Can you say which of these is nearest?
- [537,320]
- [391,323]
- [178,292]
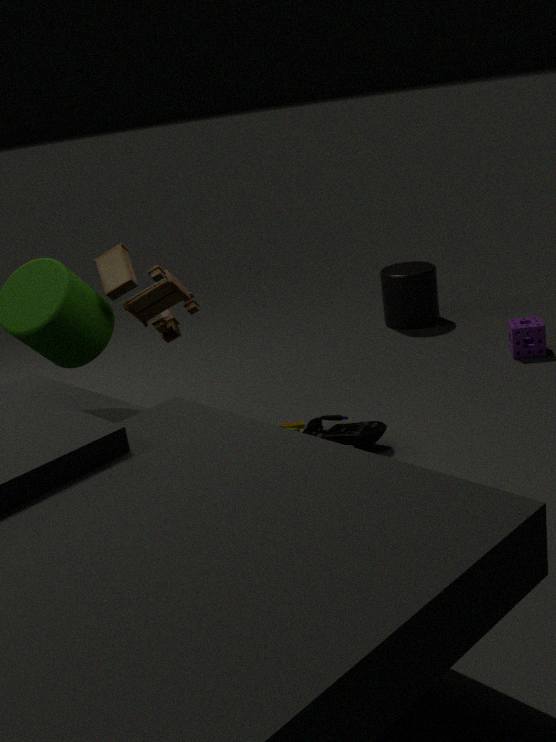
[178,292]
